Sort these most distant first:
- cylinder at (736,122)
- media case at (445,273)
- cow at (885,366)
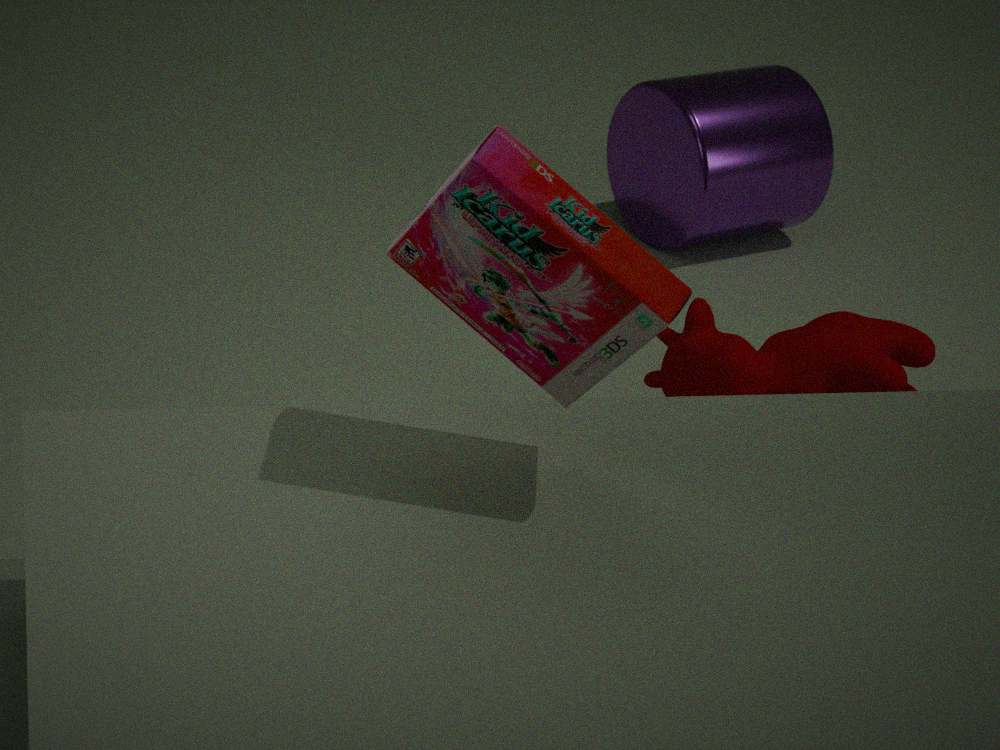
cylinder at (736,122) < cow at (885,366) < media case at (445,273)
